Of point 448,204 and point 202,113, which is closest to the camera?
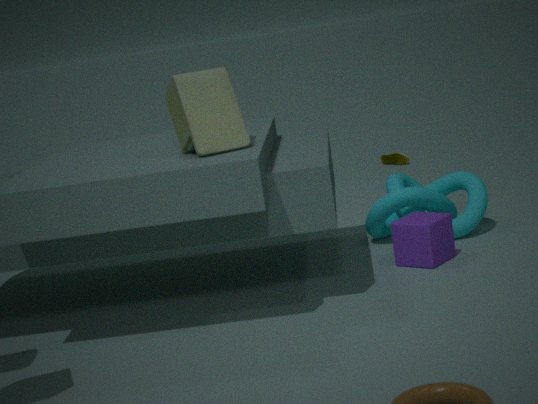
point 202,113
